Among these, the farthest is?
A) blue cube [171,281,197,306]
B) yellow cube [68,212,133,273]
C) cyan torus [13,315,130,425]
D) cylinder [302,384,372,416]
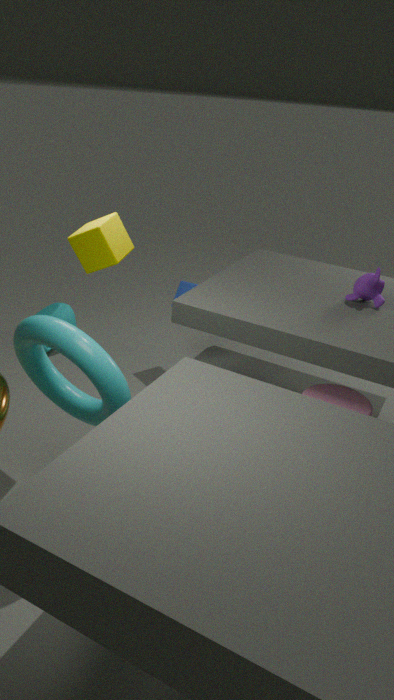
blue cube [171,281,197,306]
